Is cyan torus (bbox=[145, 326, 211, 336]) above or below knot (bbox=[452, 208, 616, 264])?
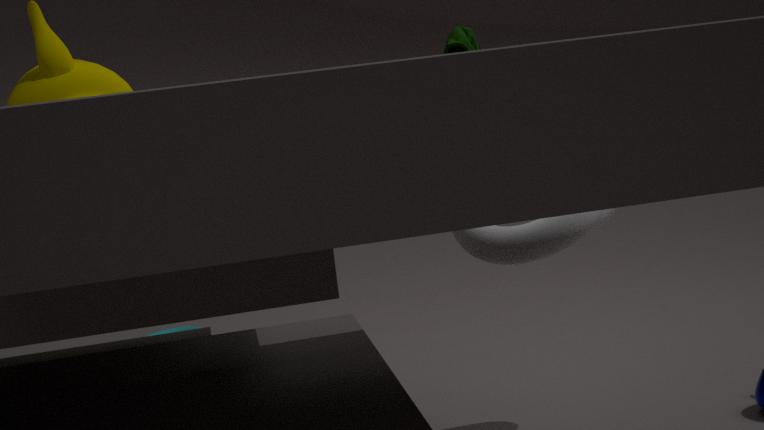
below
